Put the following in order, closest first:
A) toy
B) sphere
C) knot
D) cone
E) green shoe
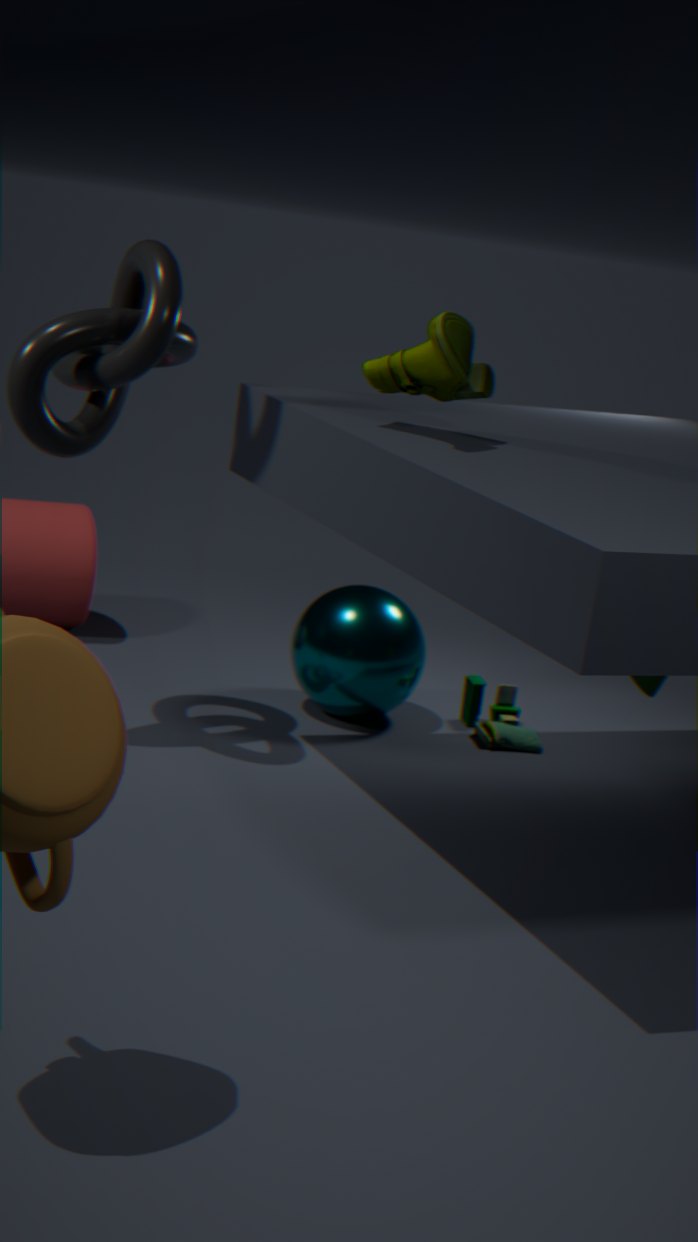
green shoe, knot, cone, sphere, toy
